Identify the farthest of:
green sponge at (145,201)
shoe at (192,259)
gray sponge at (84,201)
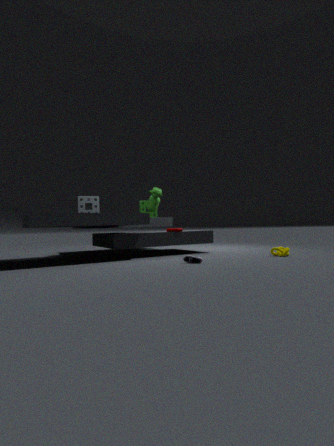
green sponge at (145,201)
